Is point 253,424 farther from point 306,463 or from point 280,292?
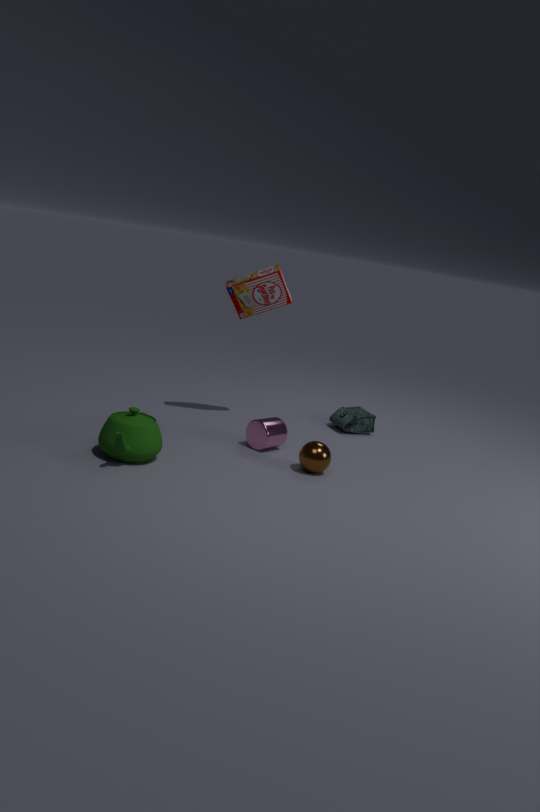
point 280,292
